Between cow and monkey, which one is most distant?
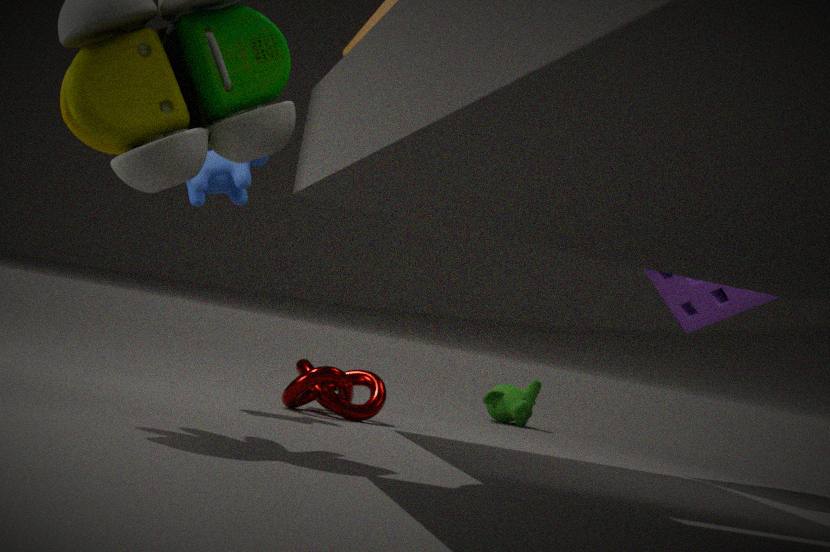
monkey
